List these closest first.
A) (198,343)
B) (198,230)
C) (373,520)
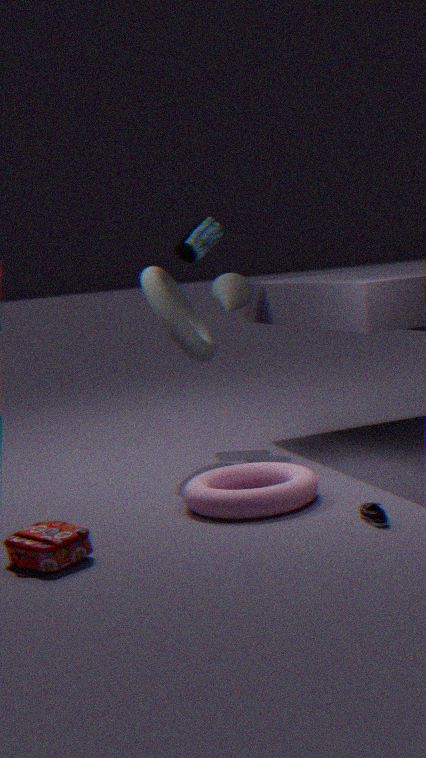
(373,520)
(198,343)
(198,230)
